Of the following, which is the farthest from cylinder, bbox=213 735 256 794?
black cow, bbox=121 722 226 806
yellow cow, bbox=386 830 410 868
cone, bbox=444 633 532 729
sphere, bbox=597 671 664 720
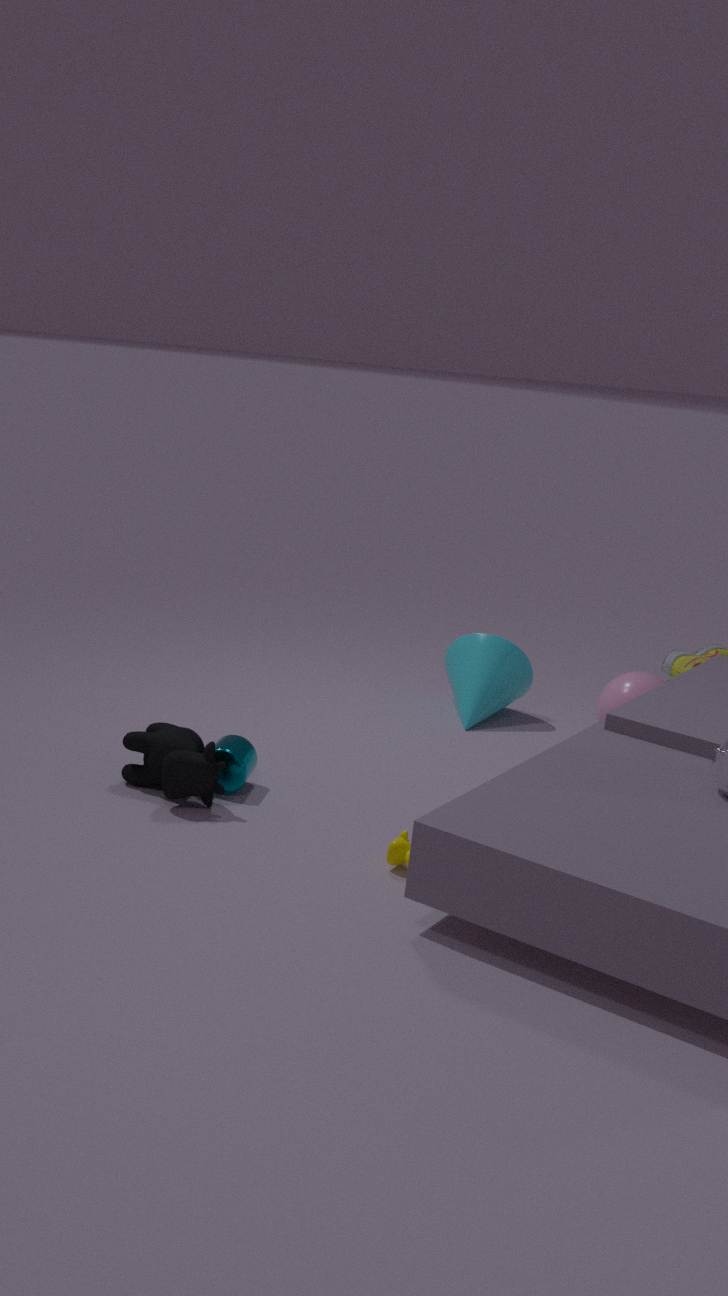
sphere, bbox=597 671 664 720
